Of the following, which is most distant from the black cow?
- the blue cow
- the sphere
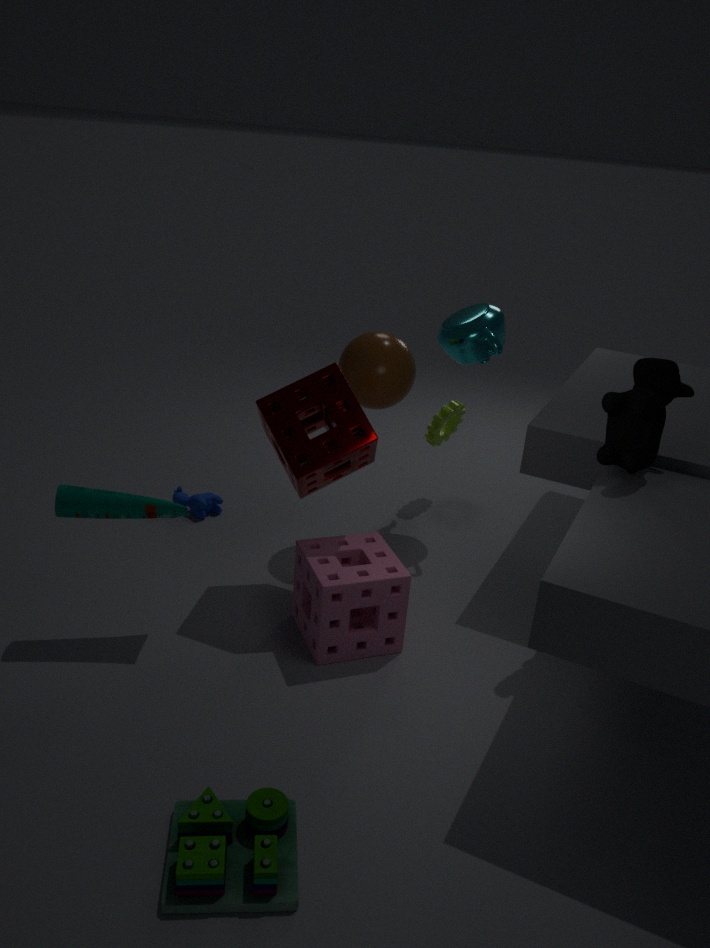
the blue cow
